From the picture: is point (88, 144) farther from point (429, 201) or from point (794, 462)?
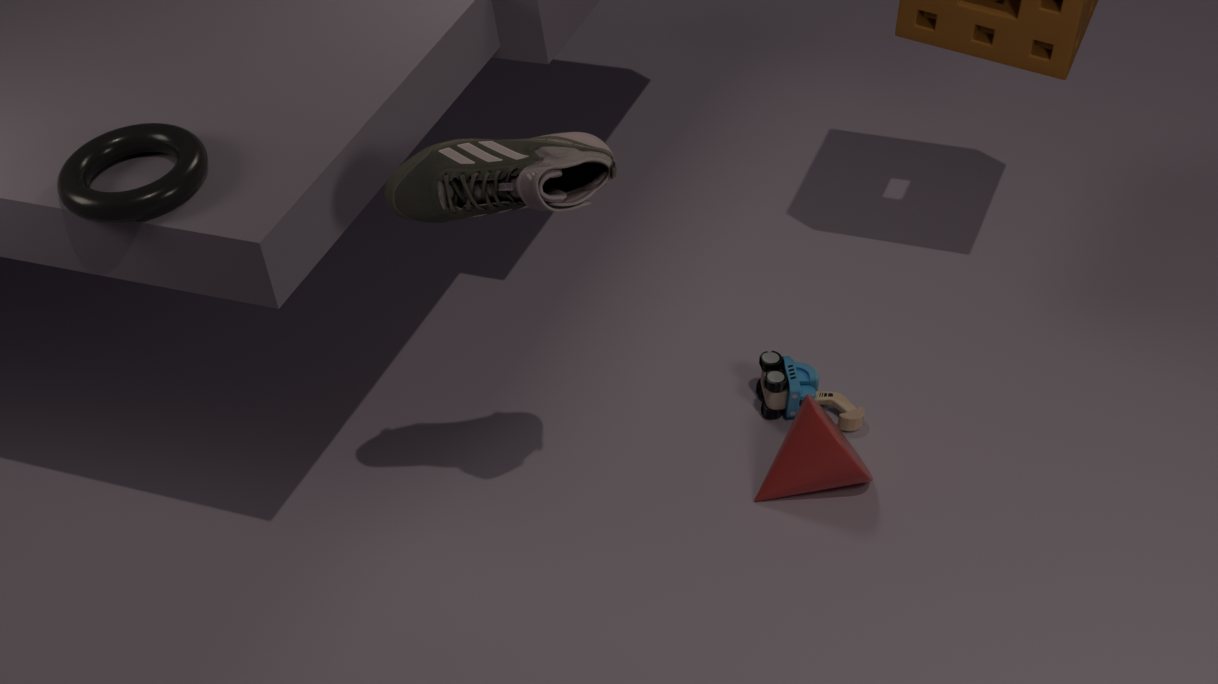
point (794, 462)
